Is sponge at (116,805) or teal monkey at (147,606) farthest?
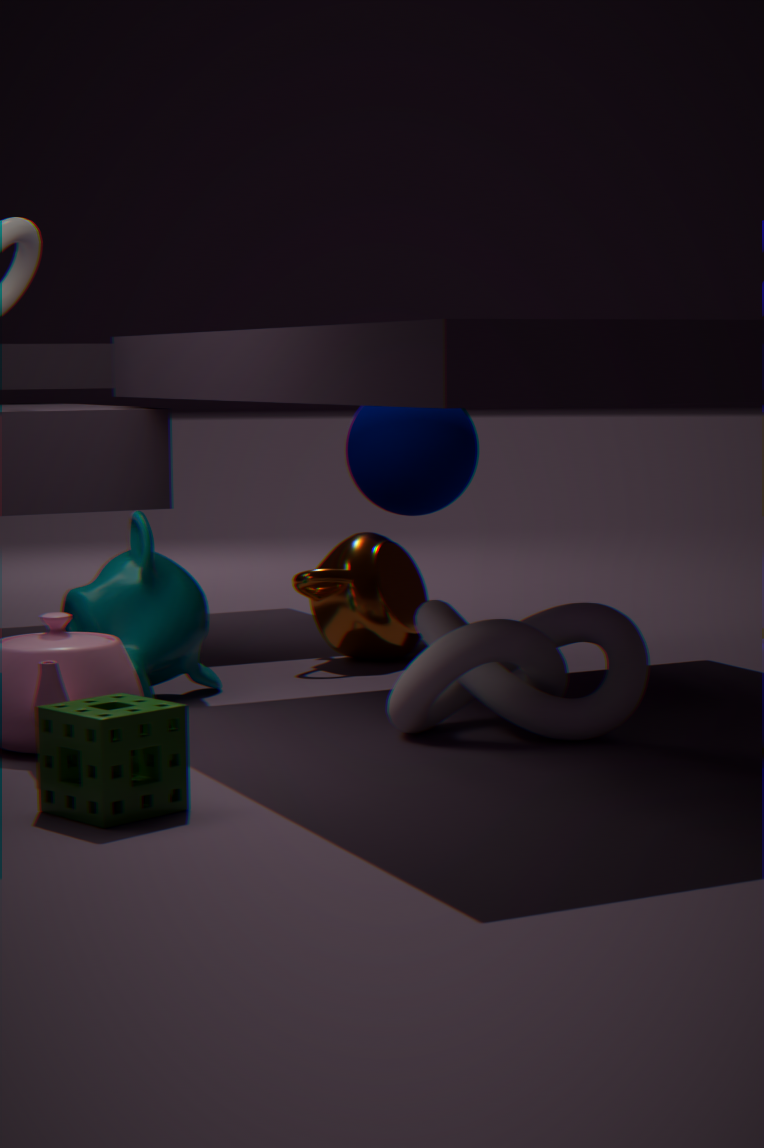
teal monkey at (147,606)
